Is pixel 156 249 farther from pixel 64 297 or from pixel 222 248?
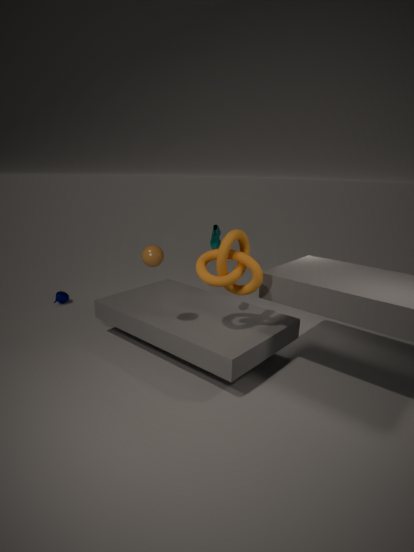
pixel 64 297
